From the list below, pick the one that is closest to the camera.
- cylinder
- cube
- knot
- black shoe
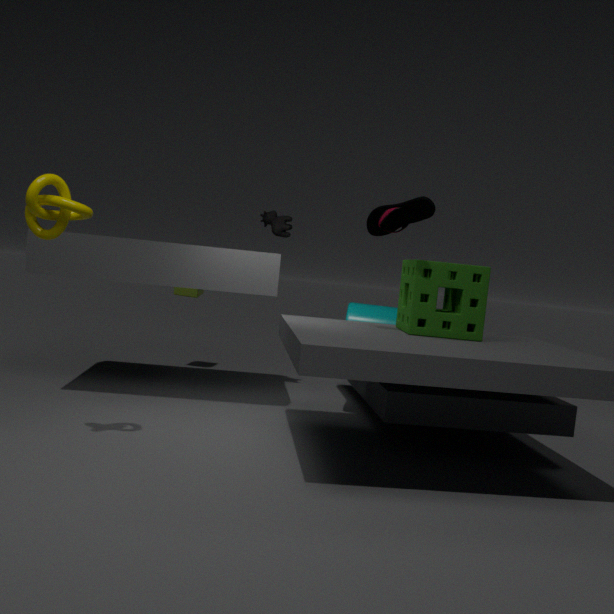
knot
